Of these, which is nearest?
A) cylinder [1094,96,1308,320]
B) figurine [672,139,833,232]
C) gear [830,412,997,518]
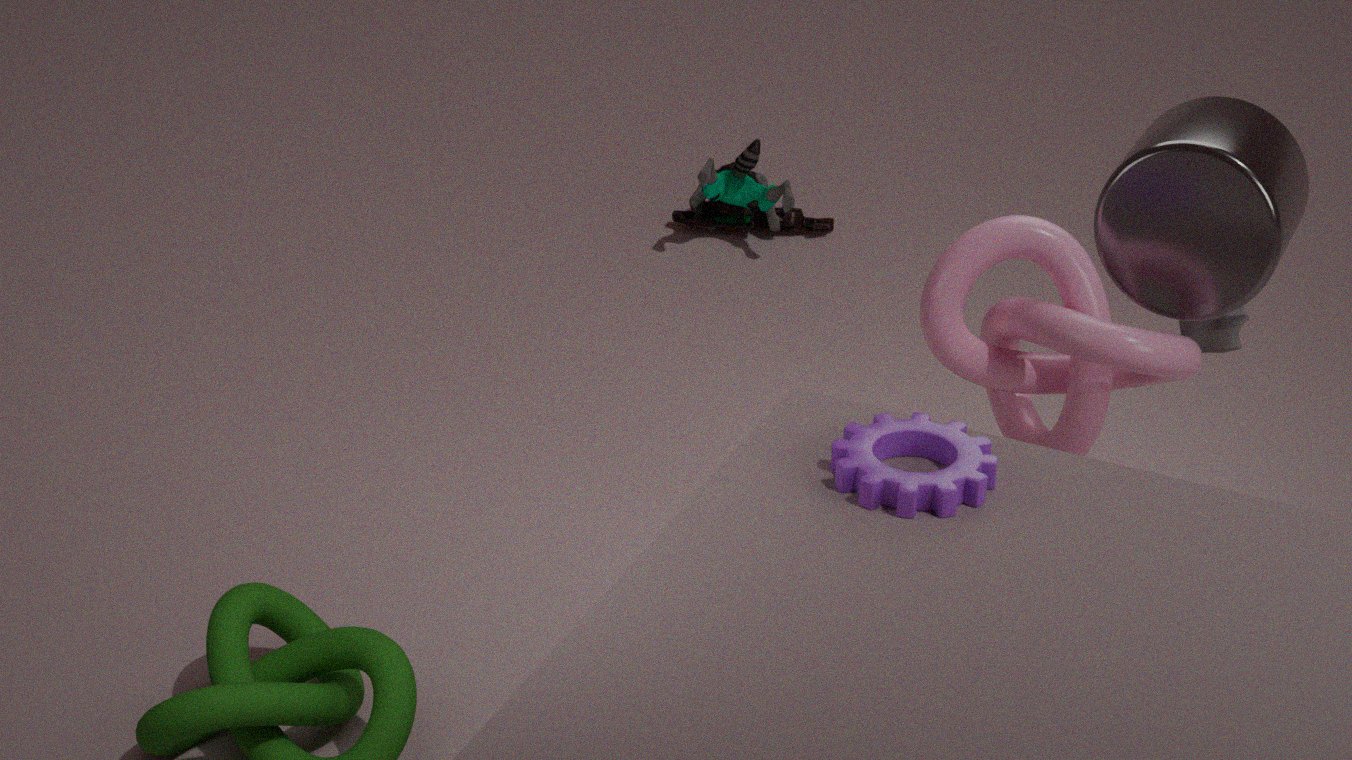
C. gear [830,412,997,518]
